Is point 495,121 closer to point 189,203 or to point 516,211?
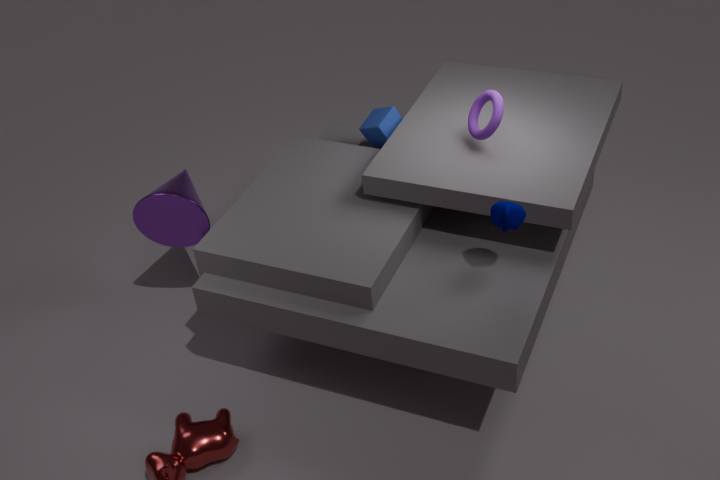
point 516,211
